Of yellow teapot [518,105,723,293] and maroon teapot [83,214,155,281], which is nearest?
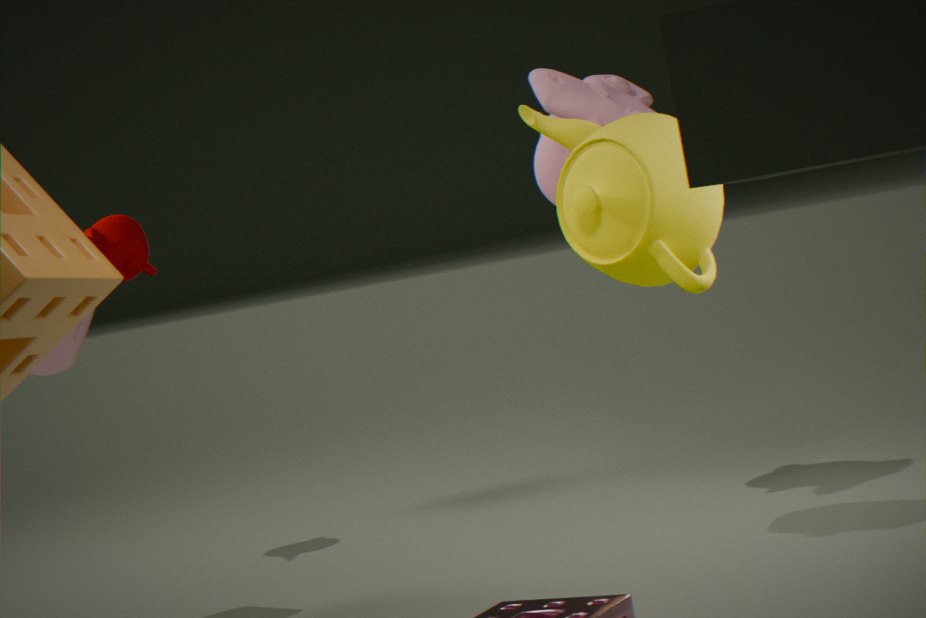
yellow teapot [518,105,723,293]
